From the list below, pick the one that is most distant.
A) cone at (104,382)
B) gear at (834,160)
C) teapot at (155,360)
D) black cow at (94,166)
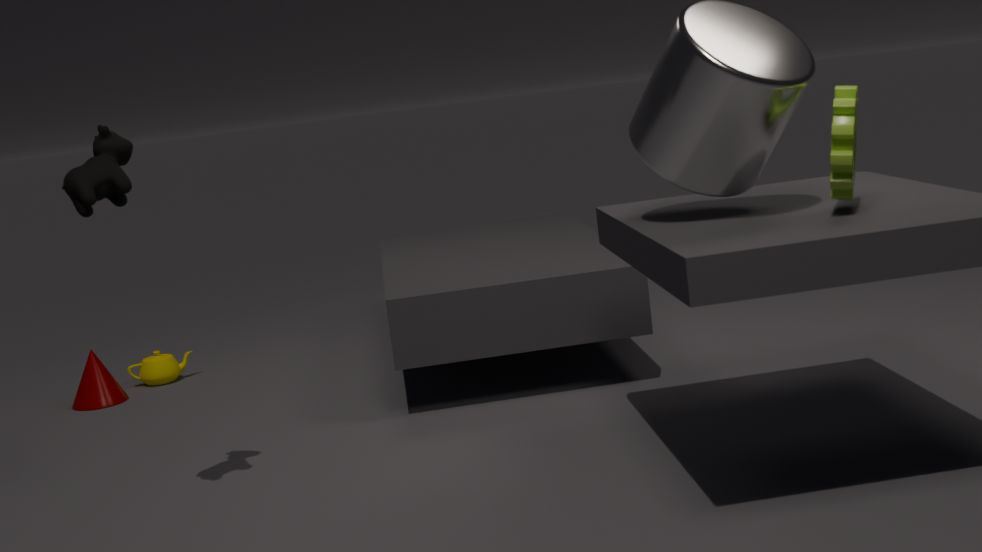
teapot at (155,360)
